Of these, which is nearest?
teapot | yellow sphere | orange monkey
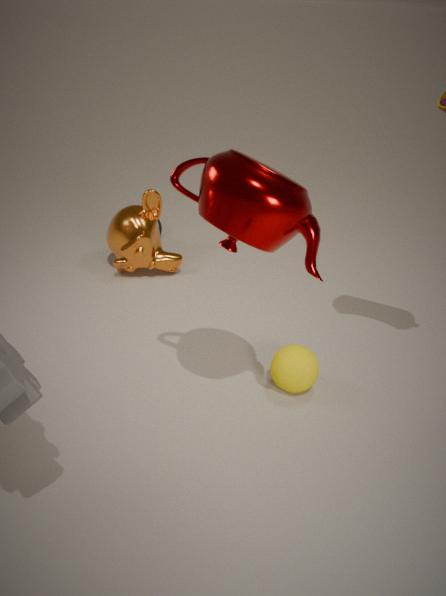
teapot
